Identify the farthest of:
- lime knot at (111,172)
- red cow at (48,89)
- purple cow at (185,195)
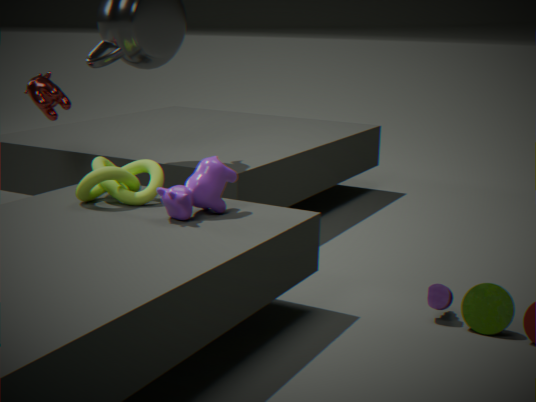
red cow at (48,89)
